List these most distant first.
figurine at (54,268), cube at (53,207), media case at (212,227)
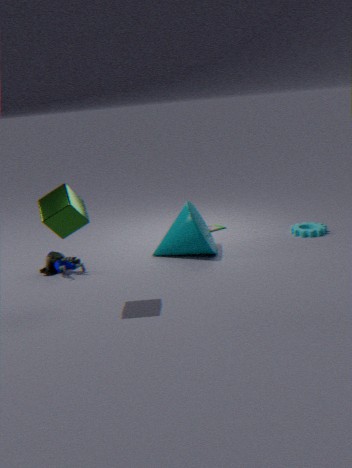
1. media case at (212,227)
2. figurine at (54,268)
3. cube at (53,207)
